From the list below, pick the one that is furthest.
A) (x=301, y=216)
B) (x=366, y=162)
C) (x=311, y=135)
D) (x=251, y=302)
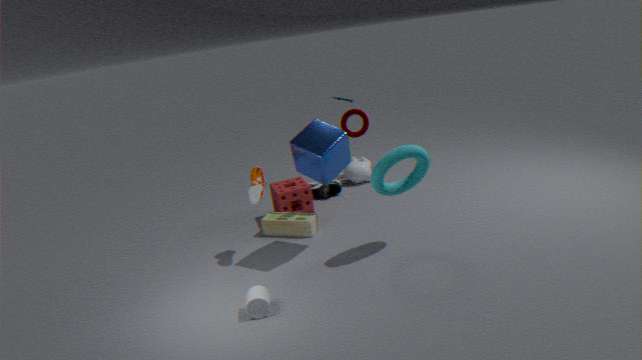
(x=366, y=162)
